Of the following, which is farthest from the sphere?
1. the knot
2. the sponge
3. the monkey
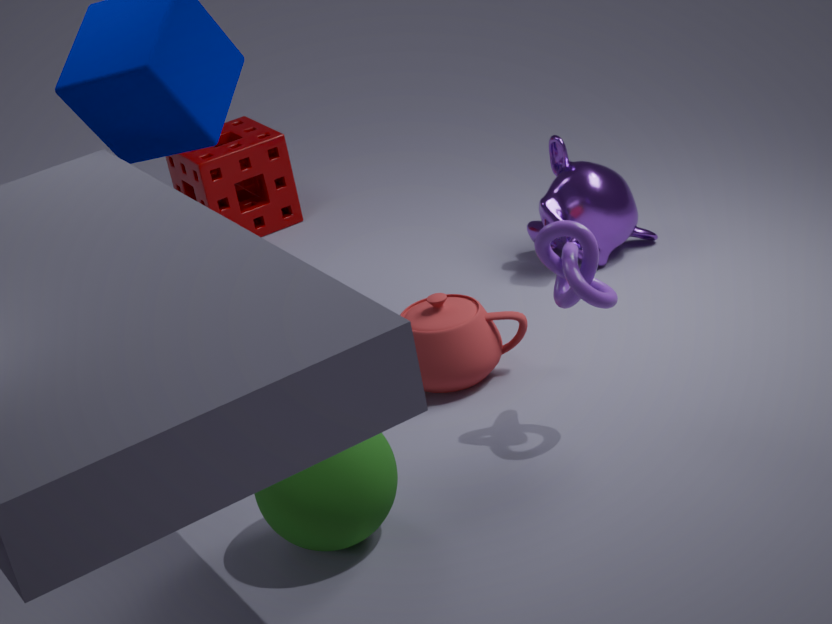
the sponge
